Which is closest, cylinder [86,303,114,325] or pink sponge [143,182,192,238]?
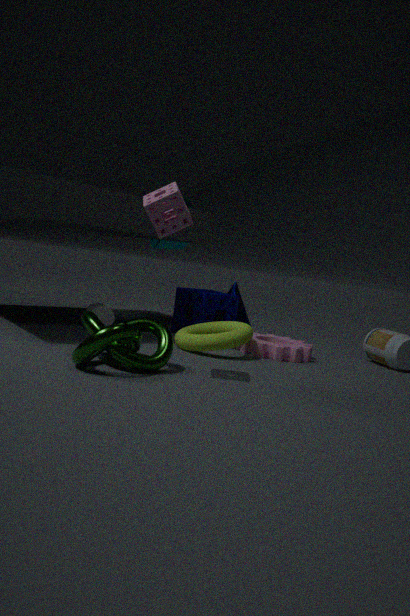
pink sponge [143,182,192,238]
